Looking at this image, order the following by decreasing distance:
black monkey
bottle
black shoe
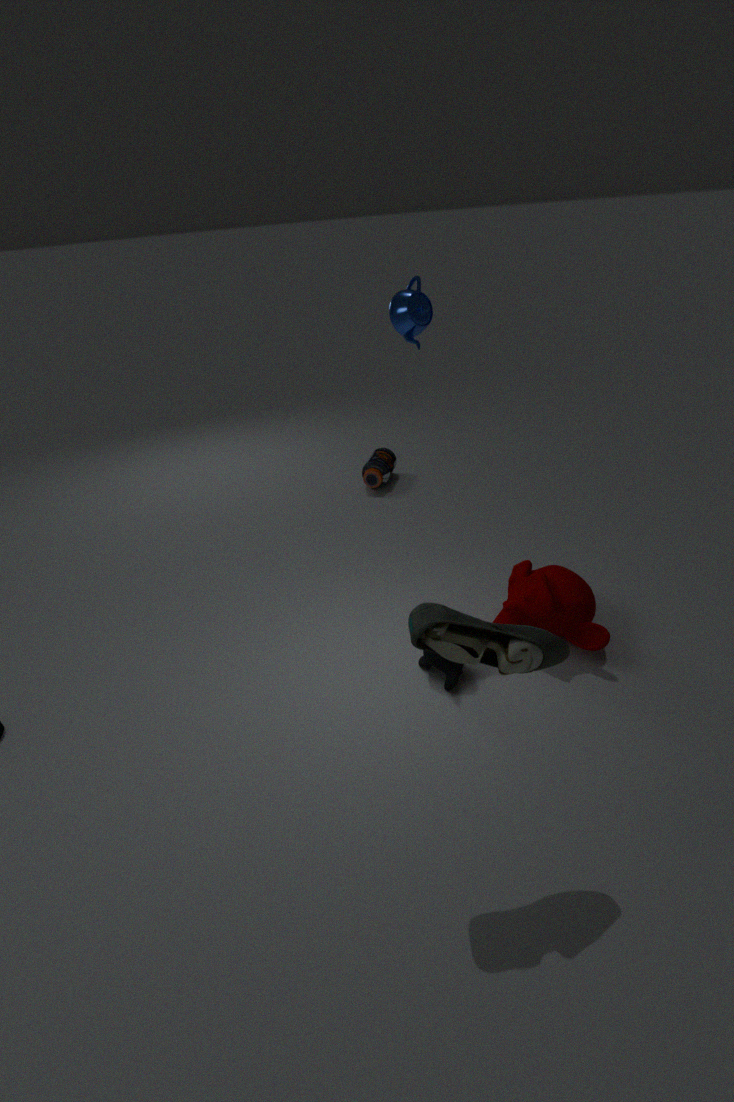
bottle, black monkey, black shoe
